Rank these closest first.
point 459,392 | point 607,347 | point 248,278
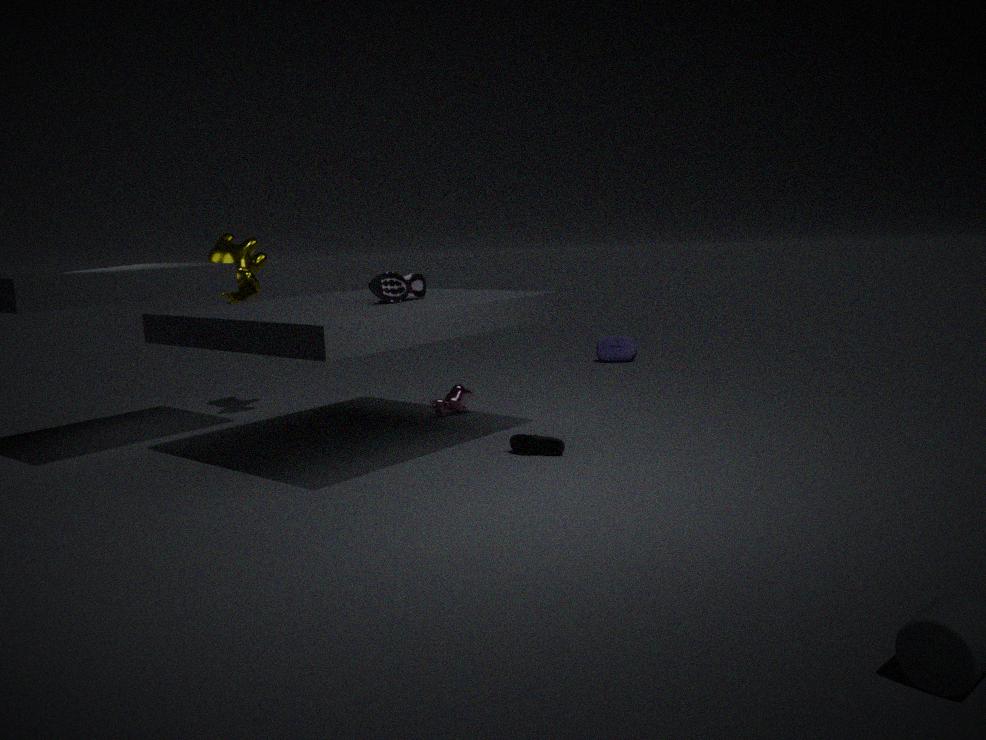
point 248,278
point 459,392
point 607,347
